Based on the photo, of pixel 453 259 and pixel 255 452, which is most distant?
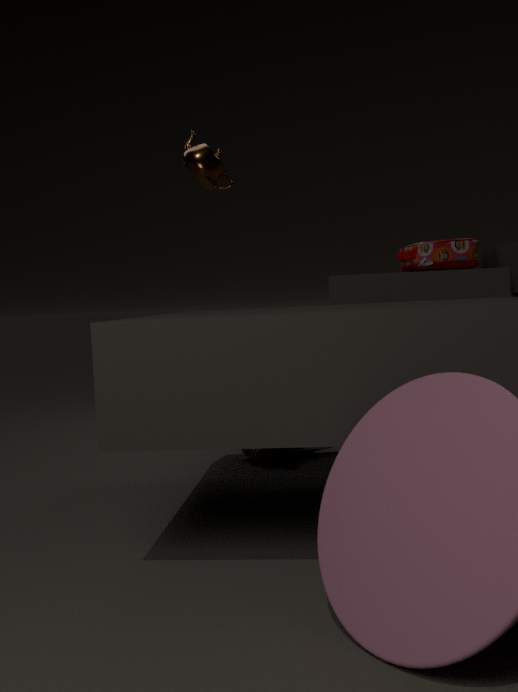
pixel 453 259
